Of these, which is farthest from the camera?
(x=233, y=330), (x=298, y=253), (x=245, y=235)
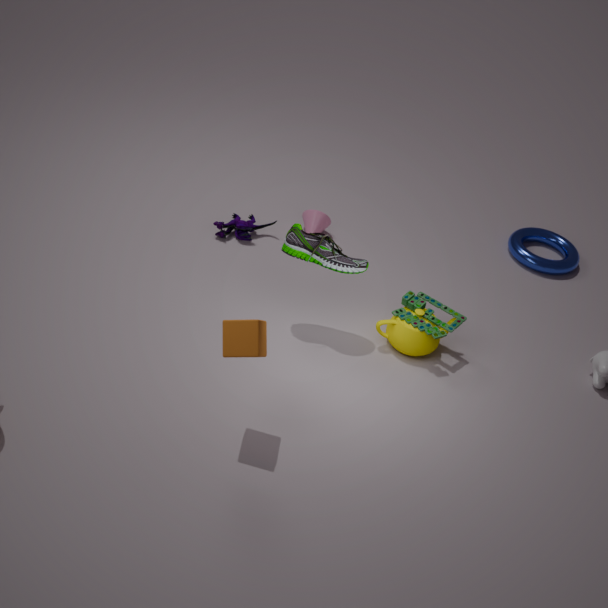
(x=245, y=235)
